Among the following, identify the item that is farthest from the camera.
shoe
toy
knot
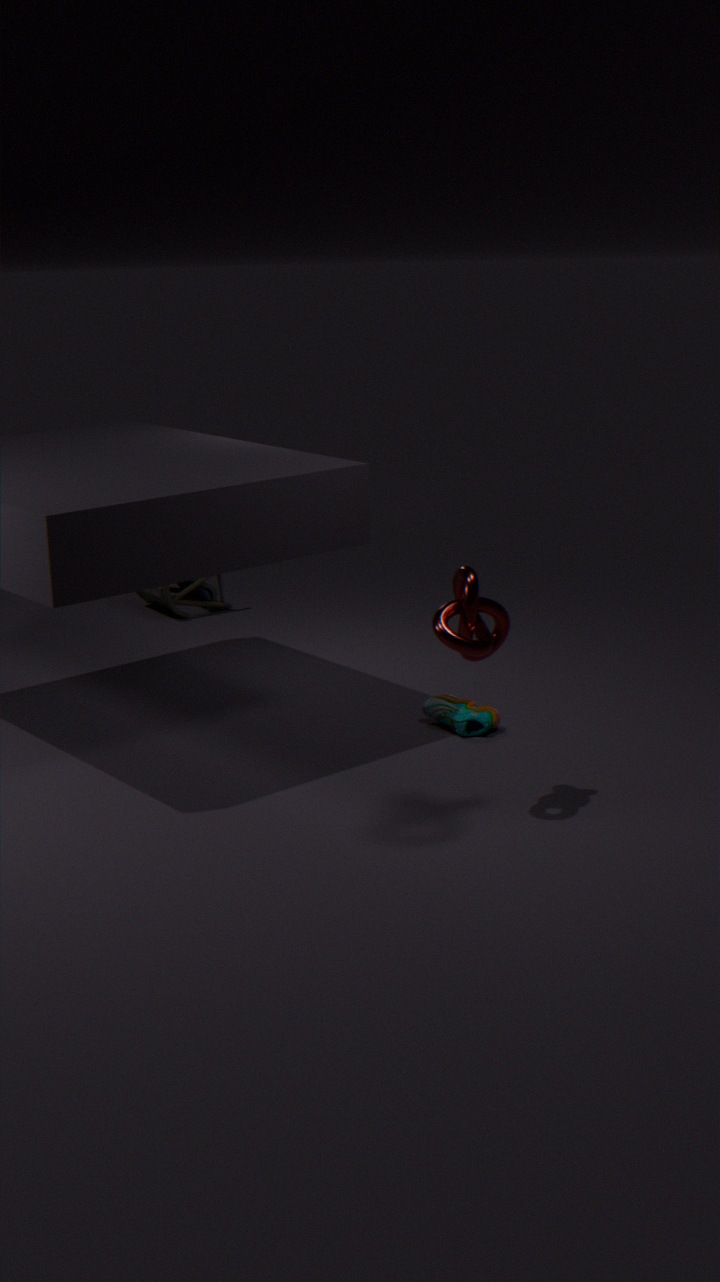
toy
